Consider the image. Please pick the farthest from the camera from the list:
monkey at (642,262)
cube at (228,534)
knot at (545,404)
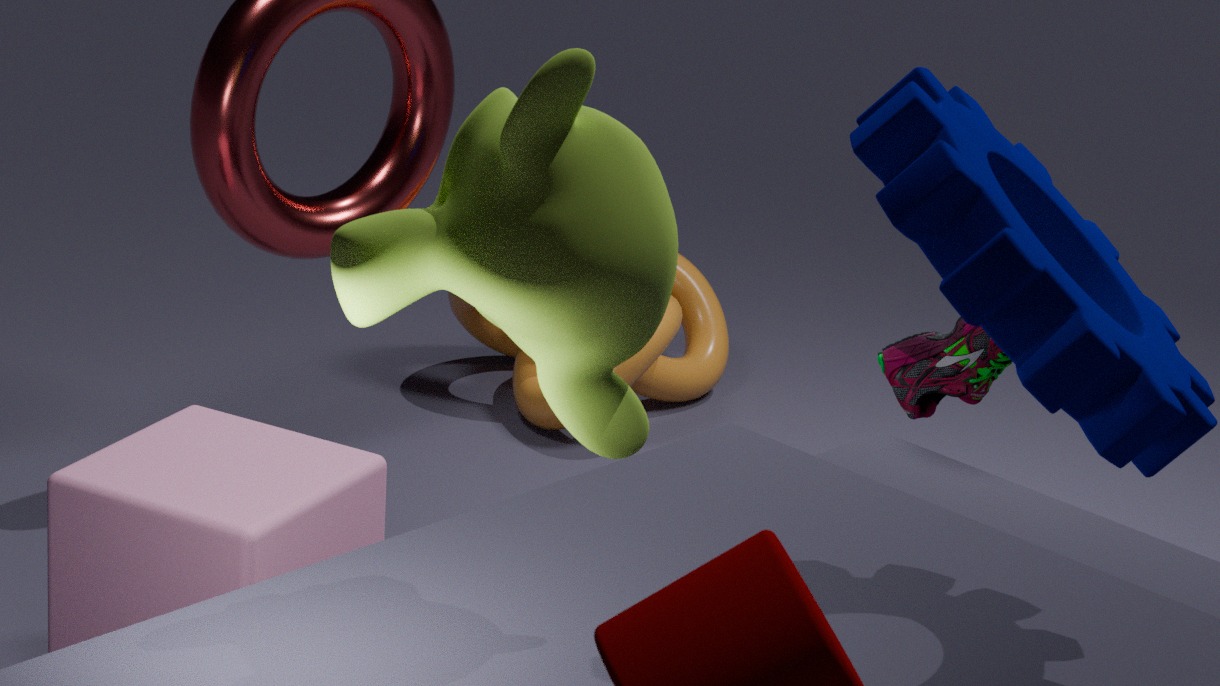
knot at (545,404)
